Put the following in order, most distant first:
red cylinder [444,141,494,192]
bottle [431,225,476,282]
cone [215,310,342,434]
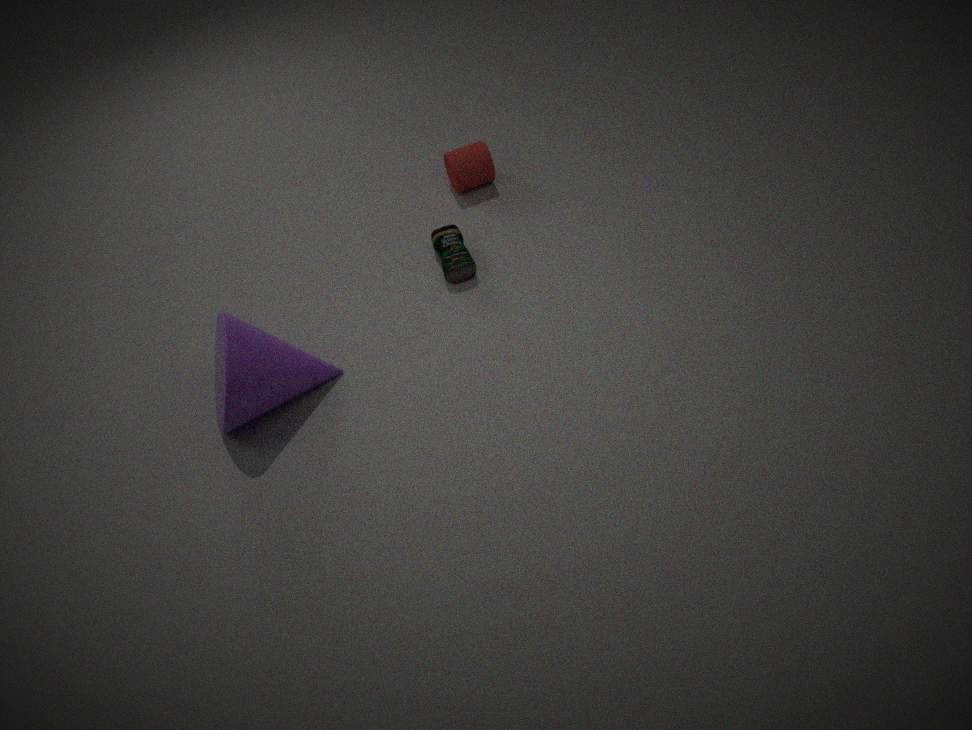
red cylinder [444,141,494,192], bottle [431,225,476,282], cone [215,310,342,434]
